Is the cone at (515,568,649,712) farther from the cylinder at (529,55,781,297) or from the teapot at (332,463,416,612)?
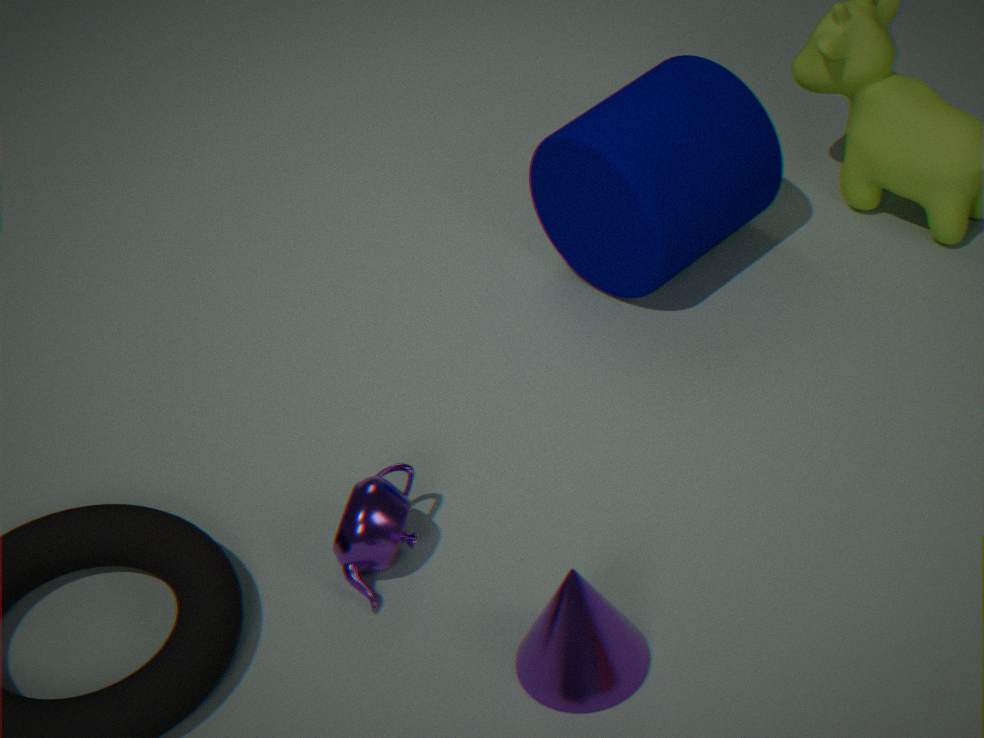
the cylinder at (529,55,781,297)
